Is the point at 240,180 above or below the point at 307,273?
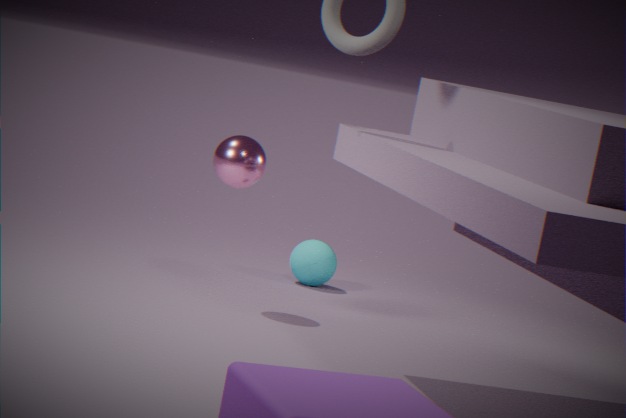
above
